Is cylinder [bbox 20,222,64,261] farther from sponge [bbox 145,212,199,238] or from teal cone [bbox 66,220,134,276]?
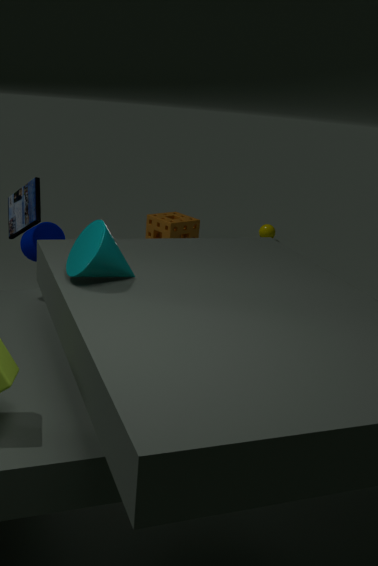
sponge [bbox 145,212,199,238]
